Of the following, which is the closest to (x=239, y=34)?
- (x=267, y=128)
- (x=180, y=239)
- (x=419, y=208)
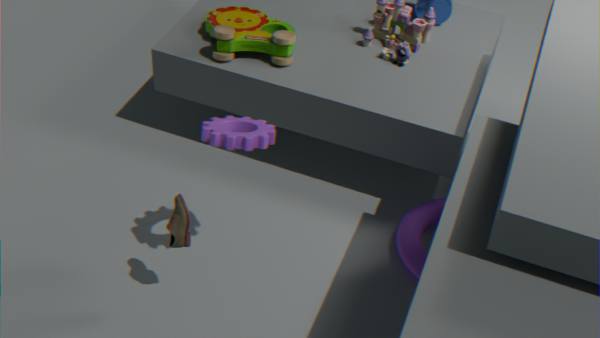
(x=267, y=128)
